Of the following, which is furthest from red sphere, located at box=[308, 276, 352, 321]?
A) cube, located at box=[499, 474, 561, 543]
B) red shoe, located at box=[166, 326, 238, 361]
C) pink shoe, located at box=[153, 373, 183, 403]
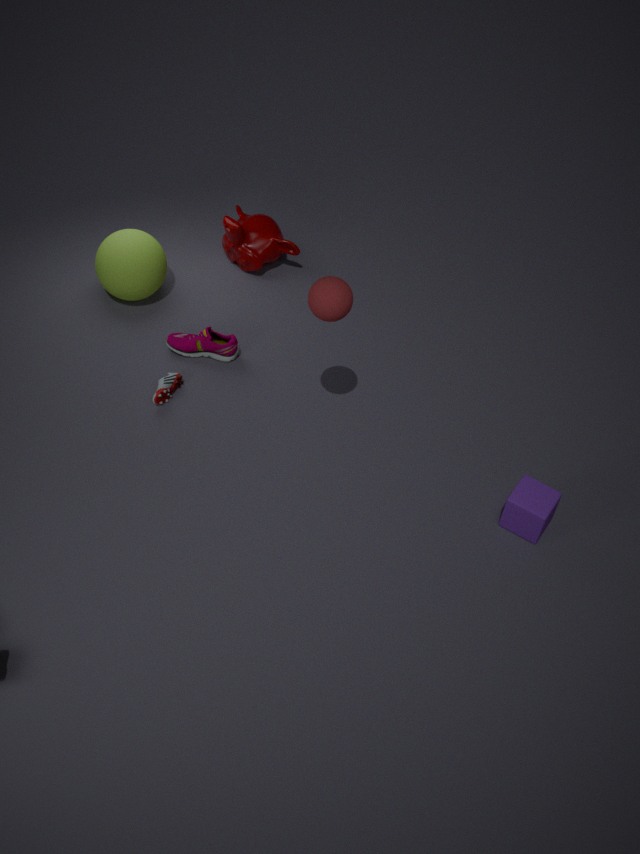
cube, located at box=[499, 474, 561, 543]
